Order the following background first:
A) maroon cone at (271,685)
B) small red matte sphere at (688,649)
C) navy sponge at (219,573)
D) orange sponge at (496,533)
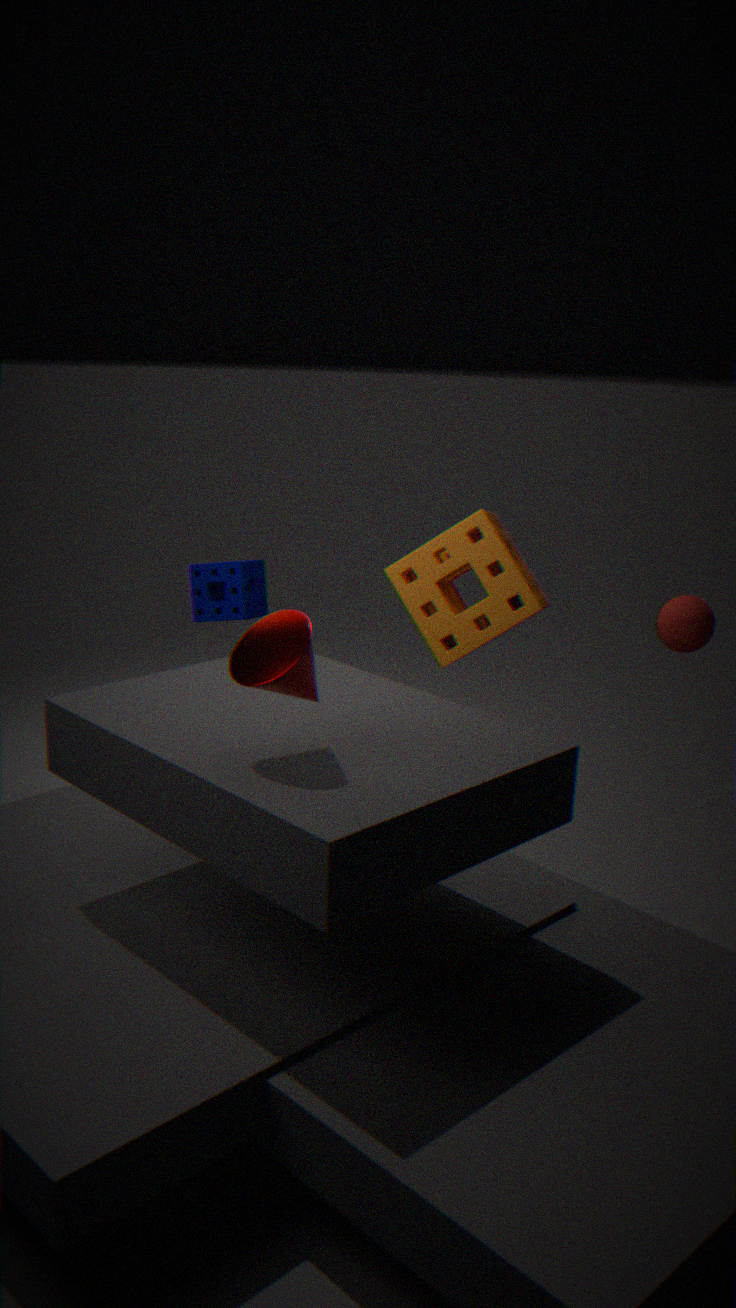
1. navy sponge at (219,573)
2. small red matte sphere at (688,649)
3. orange sponge at (496,533)
4. maroon cone at (271,685)
